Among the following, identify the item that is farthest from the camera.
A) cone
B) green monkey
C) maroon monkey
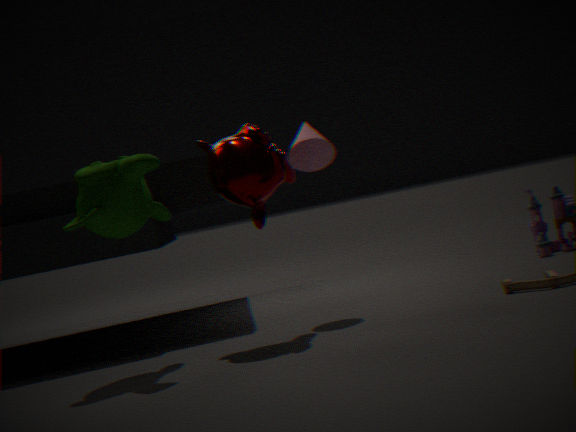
cone
